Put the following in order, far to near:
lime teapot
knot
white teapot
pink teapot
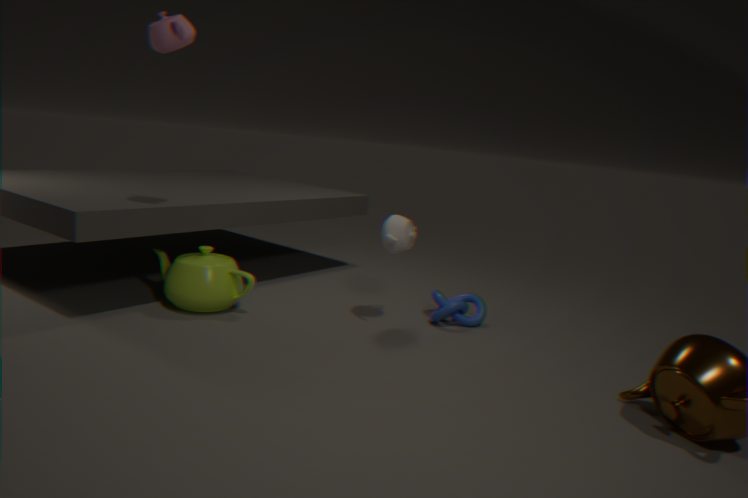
knot < white teapot < lime teapot < pink teapot
